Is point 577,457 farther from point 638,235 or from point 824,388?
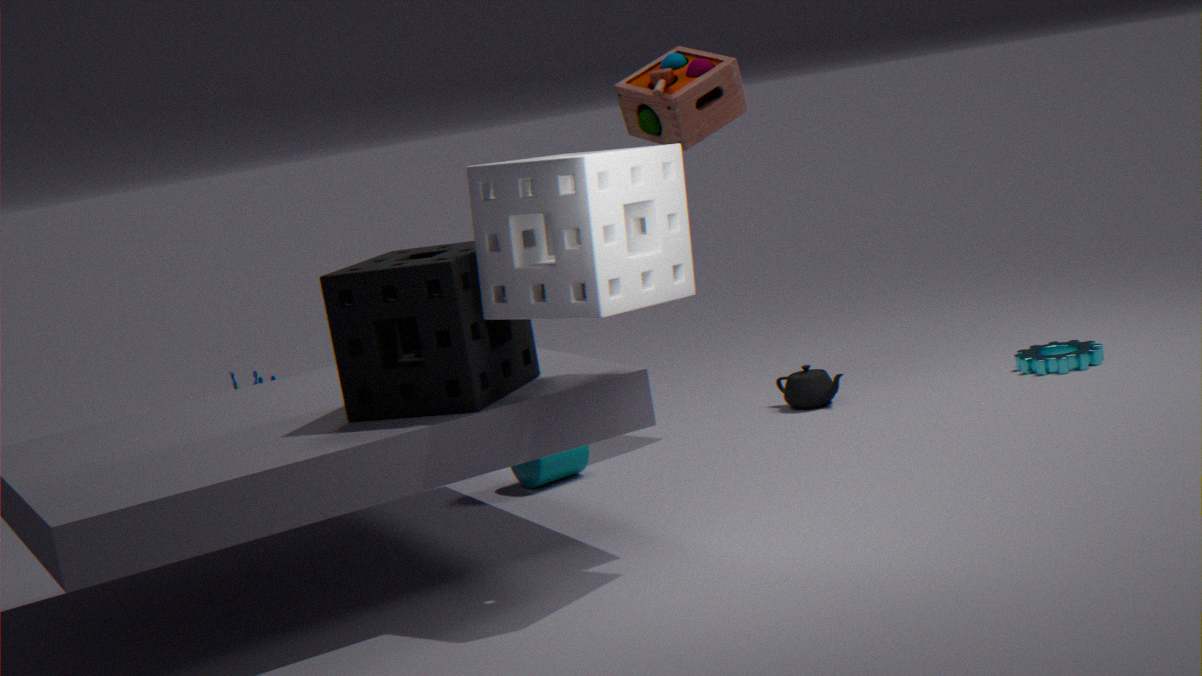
point 638,235
